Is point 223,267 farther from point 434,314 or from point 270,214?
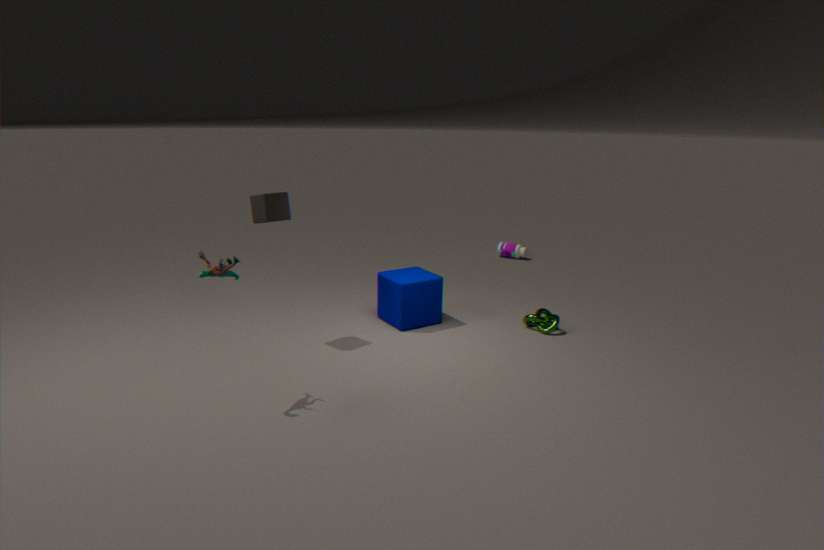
point 434,314
